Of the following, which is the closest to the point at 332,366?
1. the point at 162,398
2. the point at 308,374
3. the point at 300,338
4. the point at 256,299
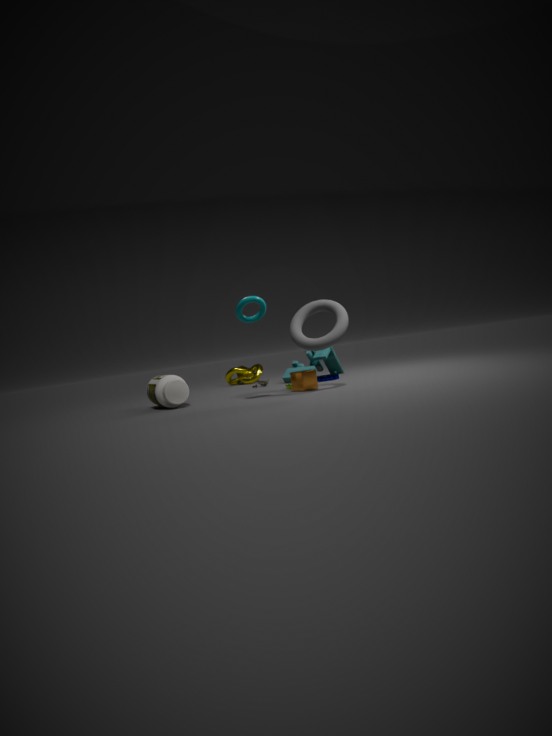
the point at 308,374
